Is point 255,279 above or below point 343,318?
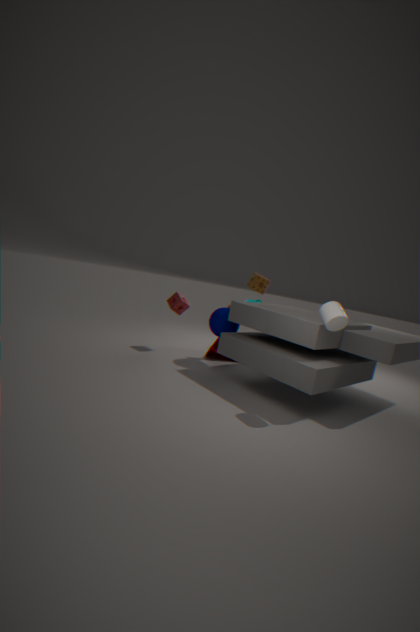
above
